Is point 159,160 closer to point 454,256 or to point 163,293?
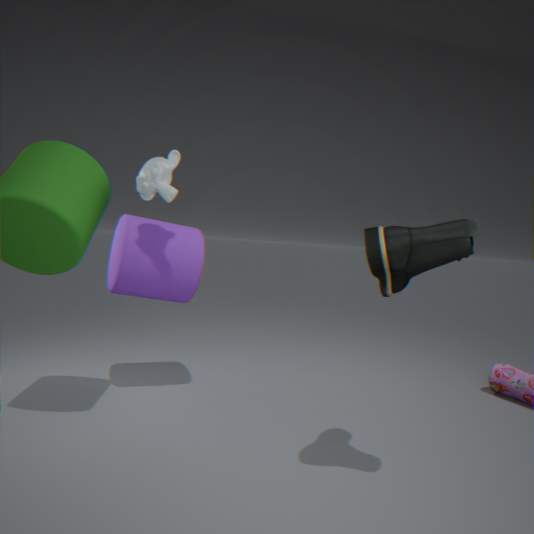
point 163,293
